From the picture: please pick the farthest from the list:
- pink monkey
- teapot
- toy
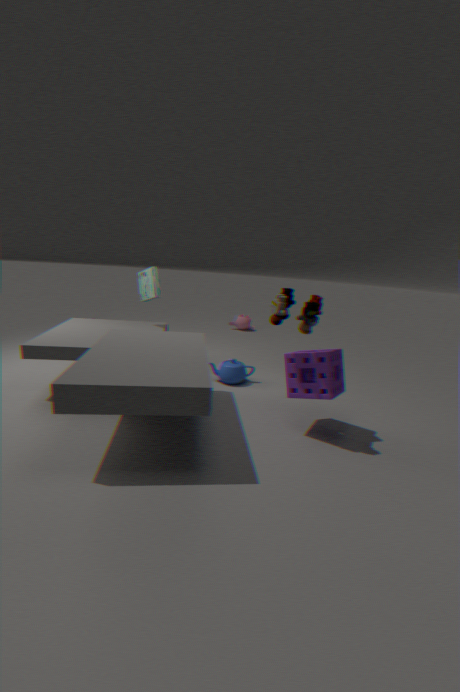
pink monkey
